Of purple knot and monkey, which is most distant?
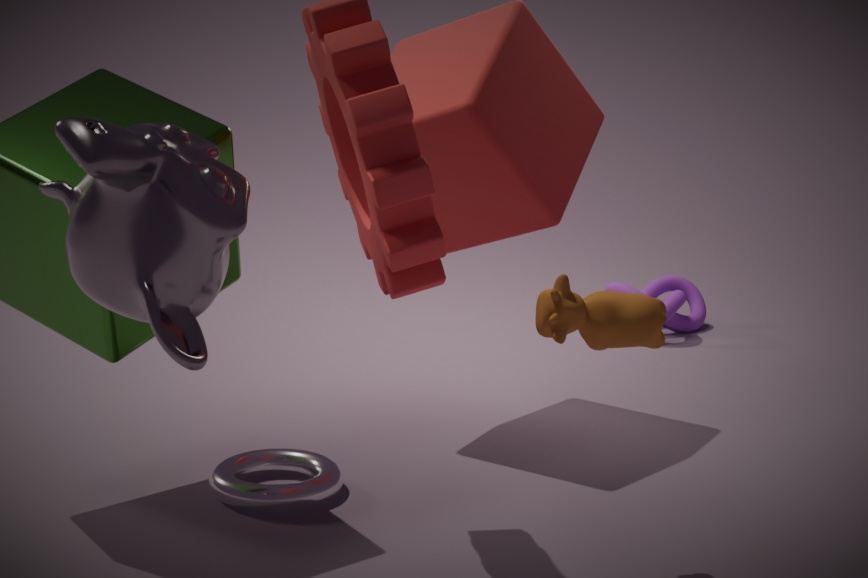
purple knot
